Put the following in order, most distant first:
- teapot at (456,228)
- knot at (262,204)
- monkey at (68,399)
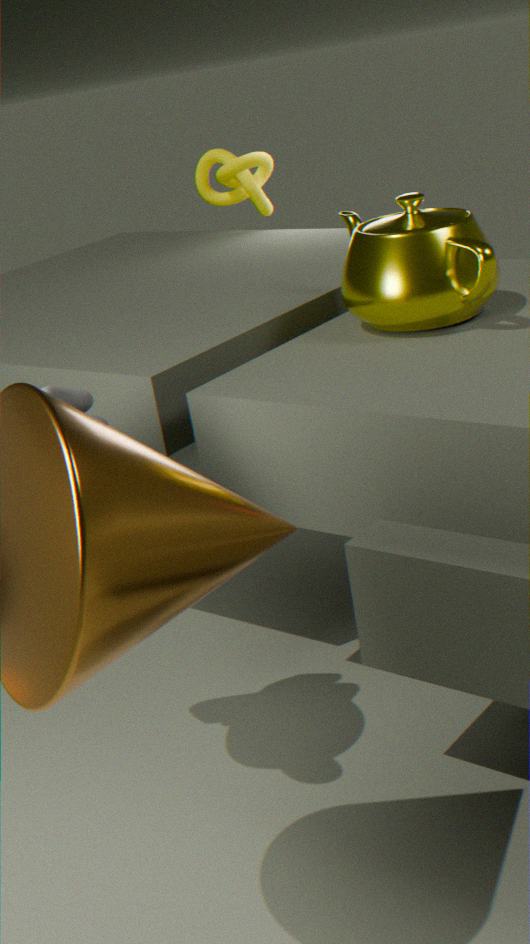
knot at (262,204) → teapot at (456,228) → monkey at (68,399)
